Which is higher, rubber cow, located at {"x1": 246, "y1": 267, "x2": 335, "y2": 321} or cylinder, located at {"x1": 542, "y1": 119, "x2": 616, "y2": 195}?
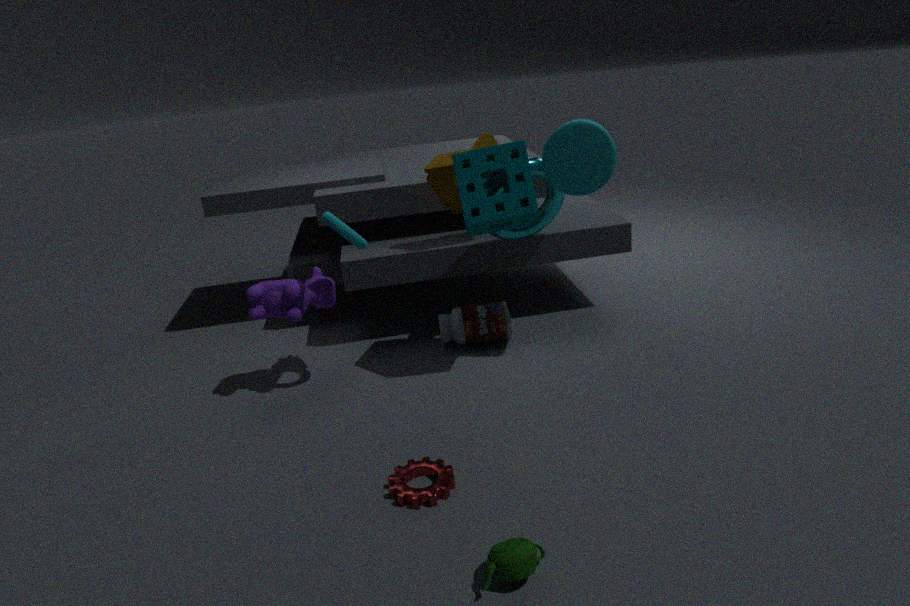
cylinder, located at {"x1": 542, "y1": 119, "x2": 616, "y2": 195}
